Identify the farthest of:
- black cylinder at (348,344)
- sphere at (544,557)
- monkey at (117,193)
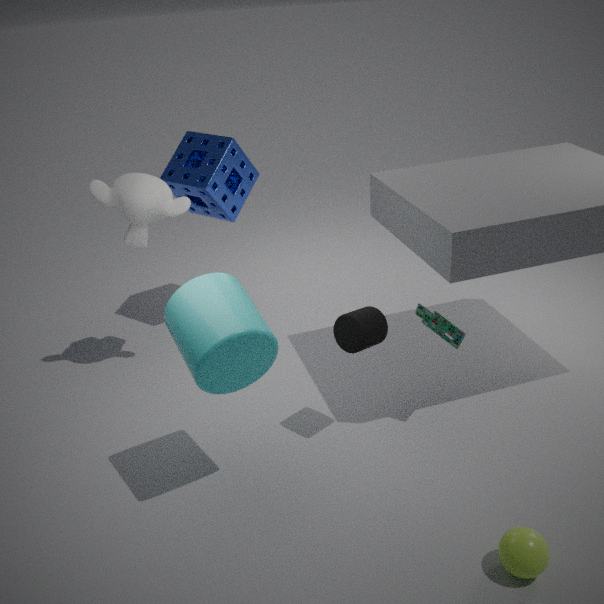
monkey at (117,193)
